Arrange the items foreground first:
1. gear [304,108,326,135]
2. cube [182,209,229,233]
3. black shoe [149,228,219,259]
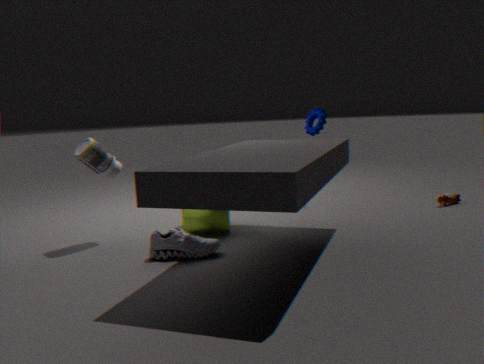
black shoe [149,228,219,259] → cube [182,209,229,233] → gear [304,108,326,135]
